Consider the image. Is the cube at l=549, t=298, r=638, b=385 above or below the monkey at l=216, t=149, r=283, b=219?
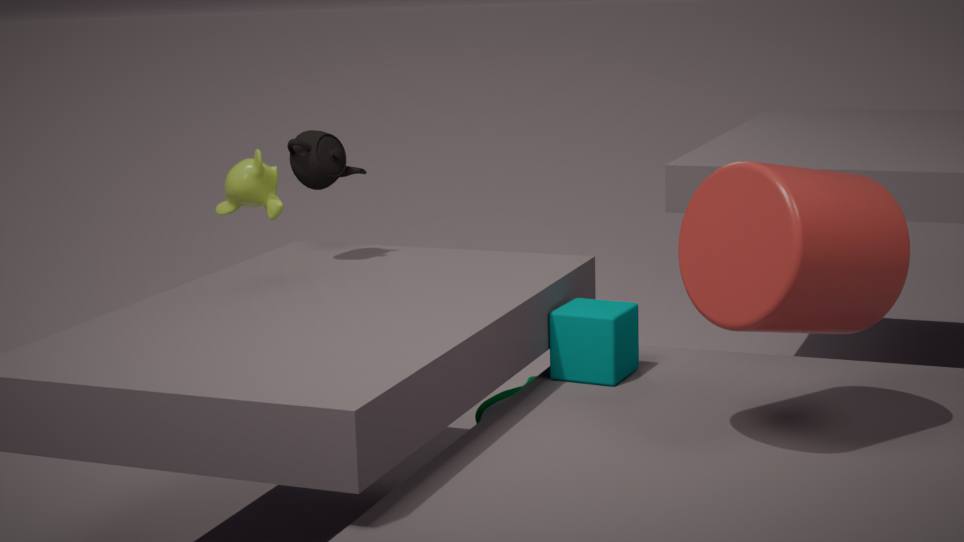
below
